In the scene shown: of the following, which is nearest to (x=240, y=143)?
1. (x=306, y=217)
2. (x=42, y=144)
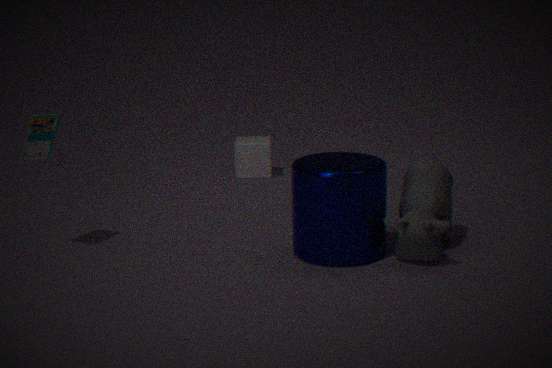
(x=306, y=217)
